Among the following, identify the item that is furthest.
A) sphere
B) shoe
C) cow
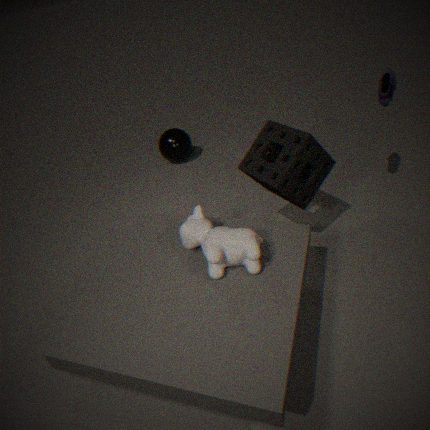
sphere
